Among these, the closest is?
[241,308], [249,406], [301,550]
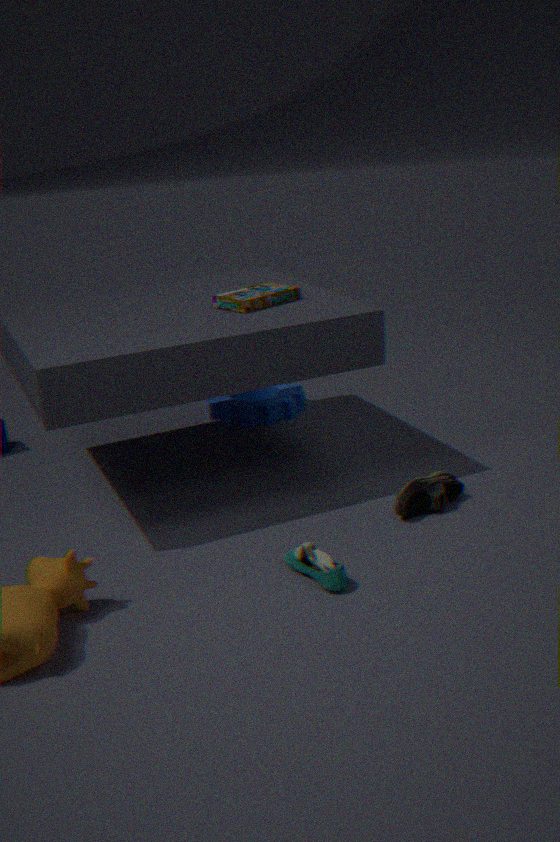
[301,550]
